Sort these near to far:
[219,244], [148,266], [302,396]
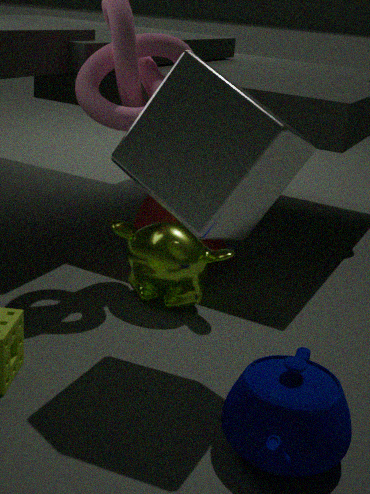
[302,396] < [148,266] < [219,244]
